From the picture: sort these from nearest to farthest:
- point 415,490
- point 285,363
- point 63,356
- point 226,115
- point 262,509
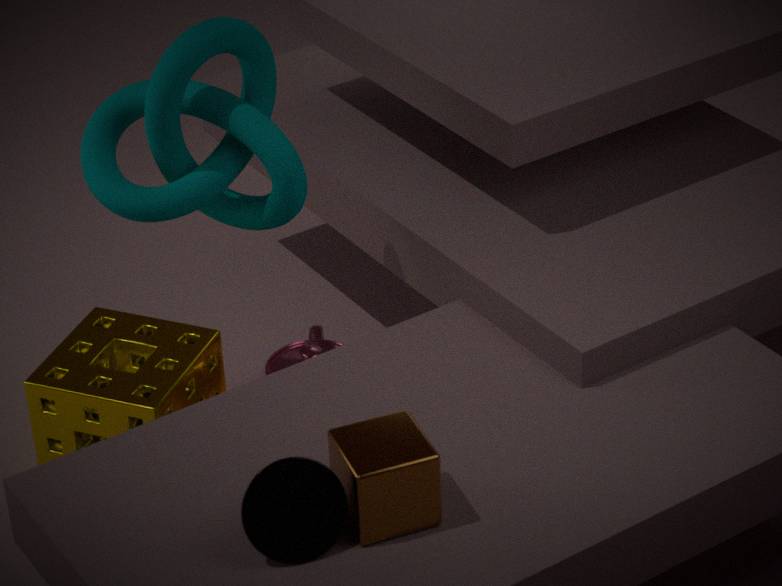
point 262,509 < point 415,490 < point 226,115 < point 63,356 < point 285,363
